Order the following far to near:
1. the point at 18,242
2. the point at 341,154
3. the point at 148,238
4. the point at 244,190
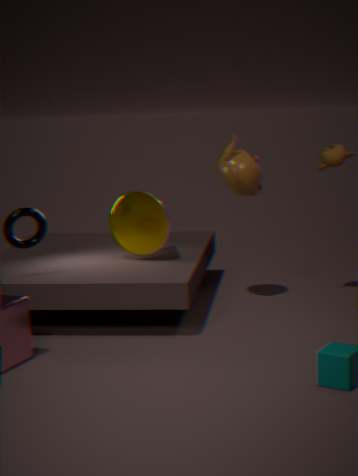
the point at 341,154
the point at 148,238
the point at 244,190
the point at 18,242
